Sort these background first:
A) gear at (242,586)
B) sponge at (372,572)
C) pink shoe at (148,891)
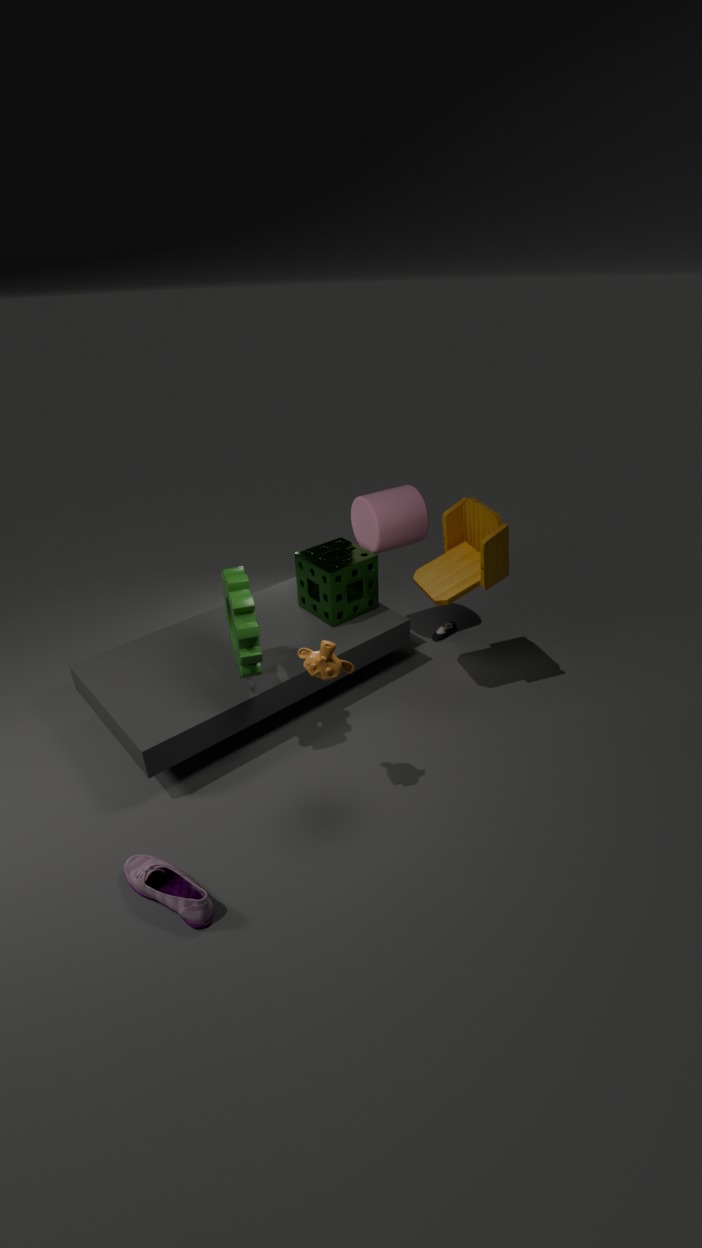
sponge at (372,572), gear at (242,586), pink shoe at (148,891)
